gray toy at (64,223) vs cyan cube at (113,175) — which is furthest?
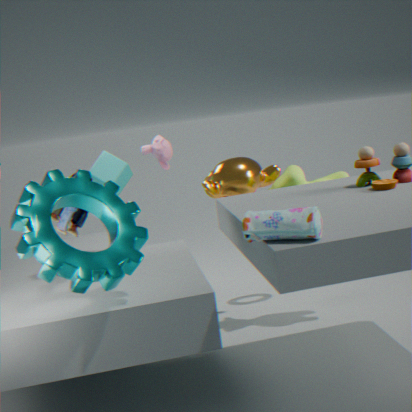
cyan cube at (113,175)
